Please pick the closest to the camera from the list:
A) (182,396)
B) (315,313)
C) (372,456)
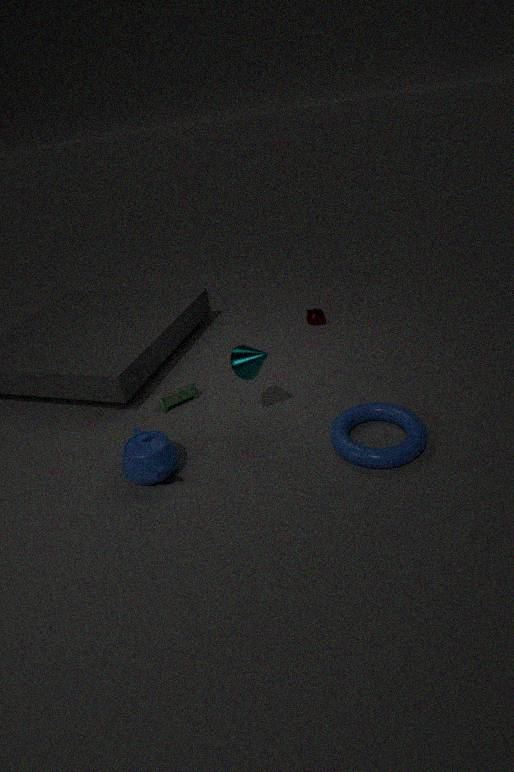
Result: (372,456)
